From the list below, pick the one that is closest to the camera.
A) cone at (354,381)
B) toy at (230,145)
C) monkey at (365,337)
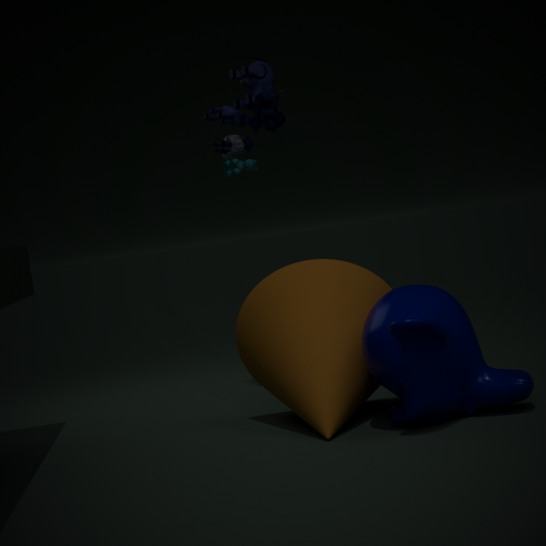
monkey at (365,337)
